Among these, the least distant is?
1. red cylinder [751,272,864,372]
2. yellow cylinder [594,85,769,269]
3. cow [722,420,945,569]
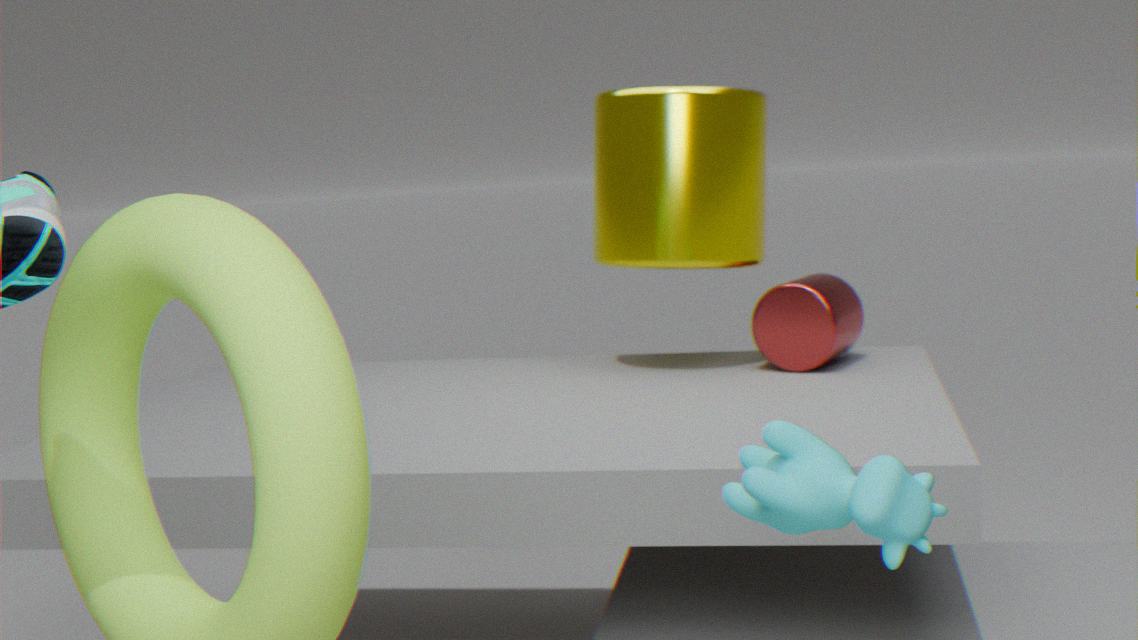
cow [722,420,945,569]
